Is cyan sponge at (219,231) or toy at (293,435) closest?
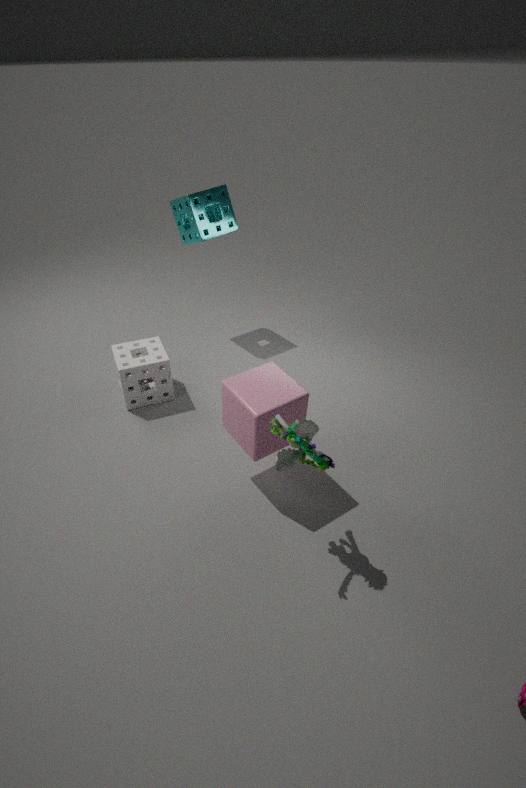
toy at (293,435)
